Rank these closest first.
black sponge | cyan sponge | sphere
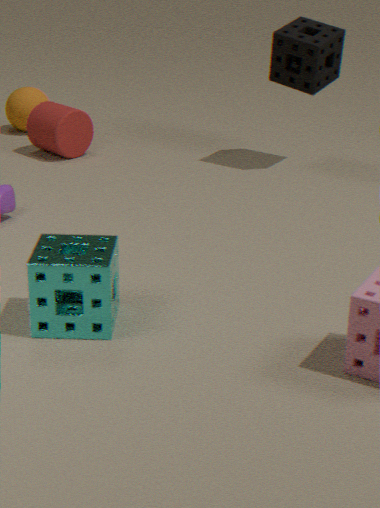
cyan sponge < black sponge < sphere
